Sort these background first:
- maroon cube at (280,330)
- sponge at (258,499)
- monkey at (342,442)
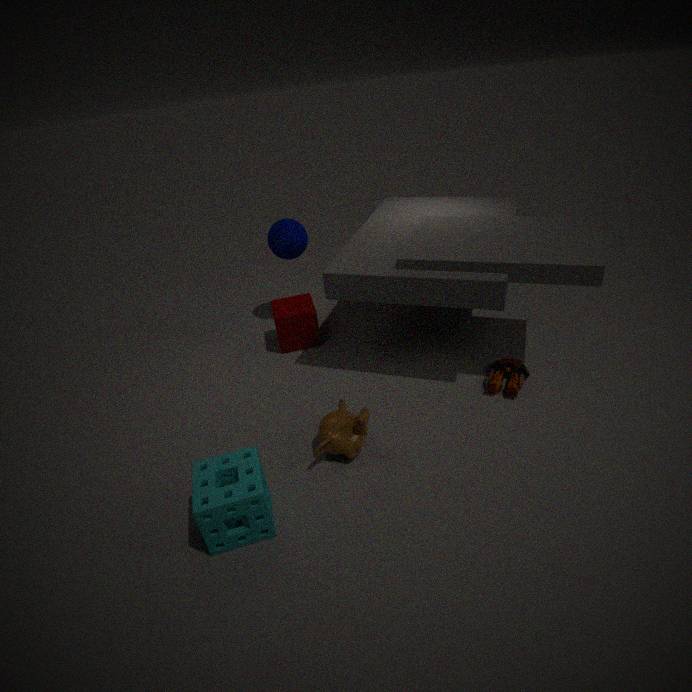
maroon cube at (280,330), monkey at (342,442), sponge at (258,499)
